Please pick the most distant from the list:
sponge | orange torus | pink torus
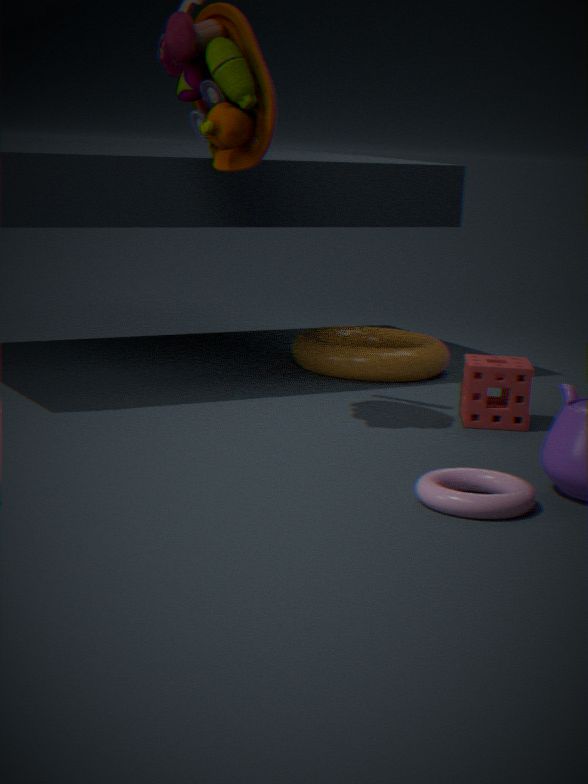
orange torus
